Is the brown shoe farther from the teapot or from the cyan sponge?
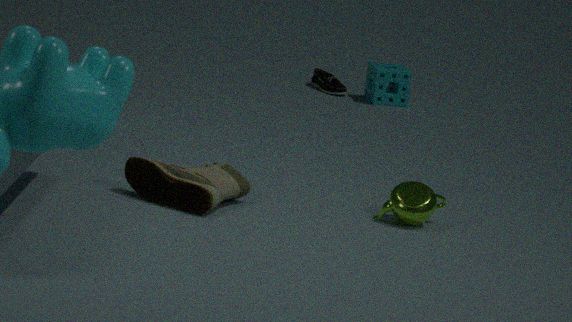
the cyan sponge
